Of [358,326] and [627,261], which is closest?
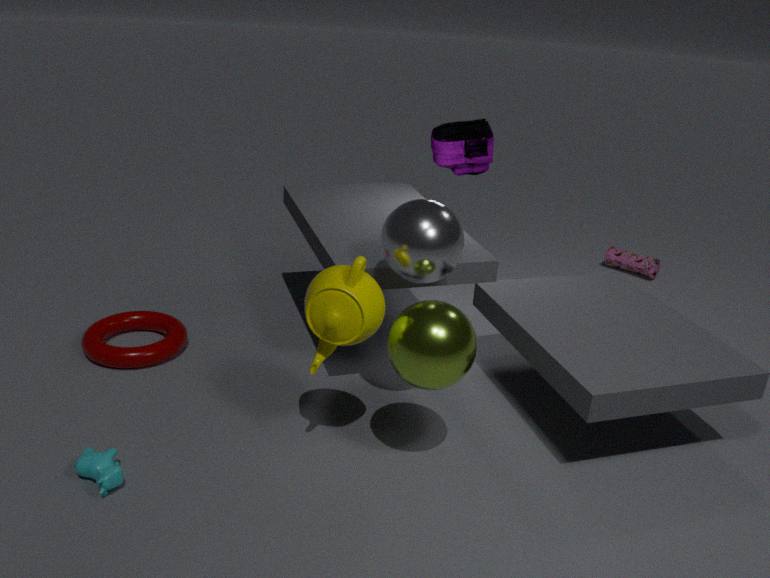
[358,326]
